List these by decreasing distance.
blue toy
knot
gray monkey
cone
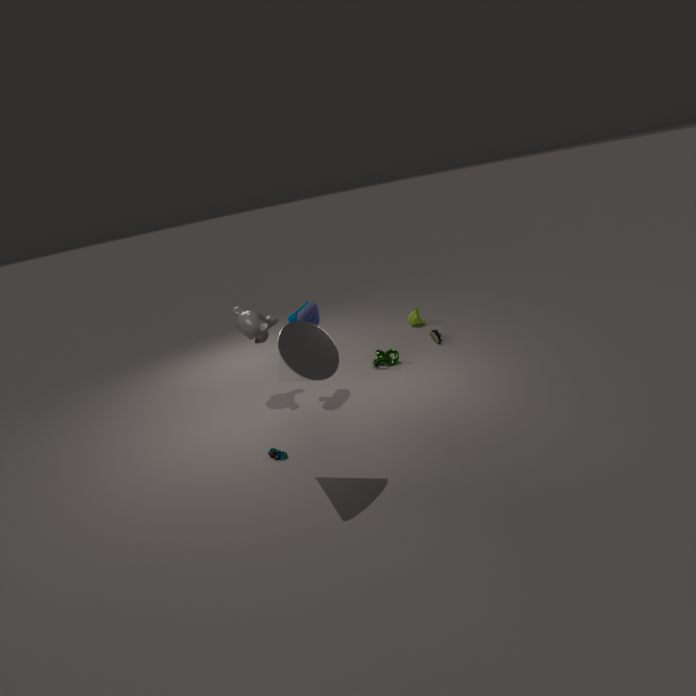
knot < gray monkey < blue toy < cone
